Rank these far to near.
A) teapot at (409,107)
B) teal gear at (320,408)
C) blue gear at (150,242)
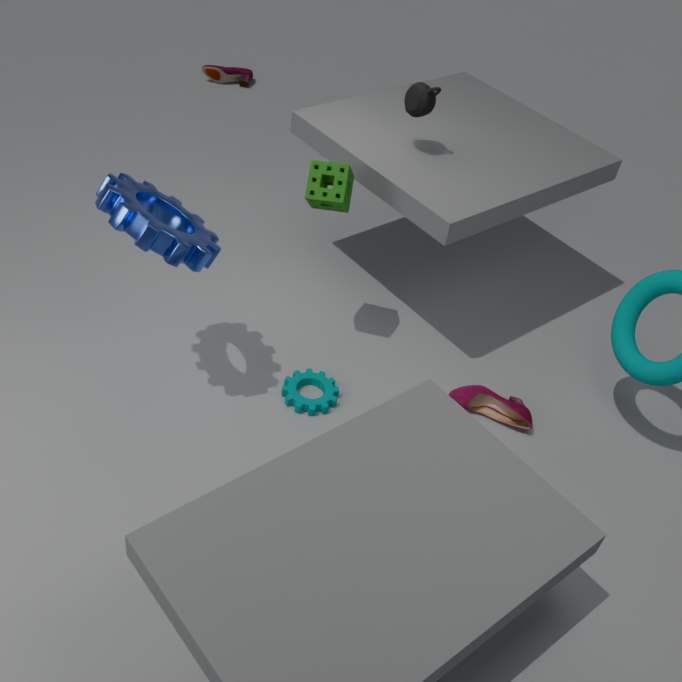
teapot at (409,107), teal gear at (320,408), blue gear at (150,242)
